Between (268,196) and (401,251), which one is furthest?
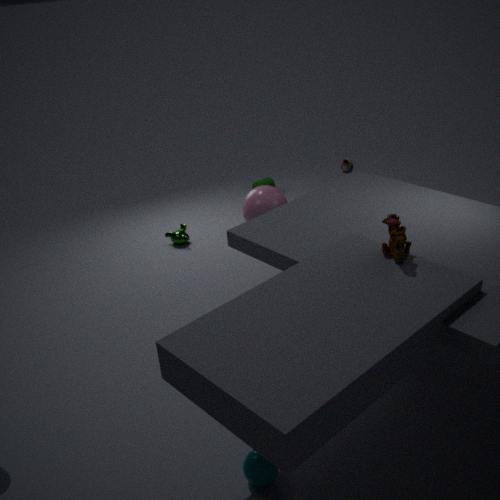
(268,196)
